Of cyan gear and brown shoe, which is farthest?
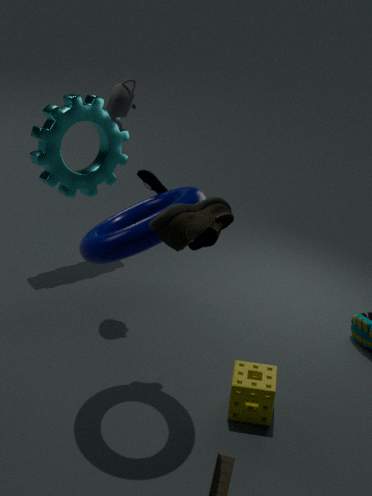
cyan gear
